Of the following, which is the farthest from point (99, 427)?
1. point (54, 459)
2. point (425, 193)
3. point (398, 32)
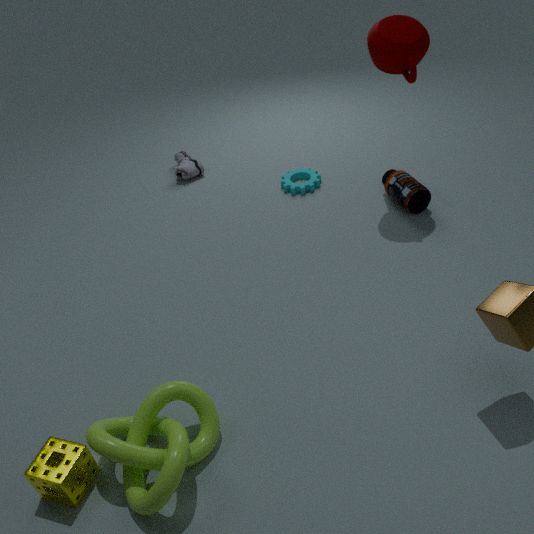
point (398, 32)
